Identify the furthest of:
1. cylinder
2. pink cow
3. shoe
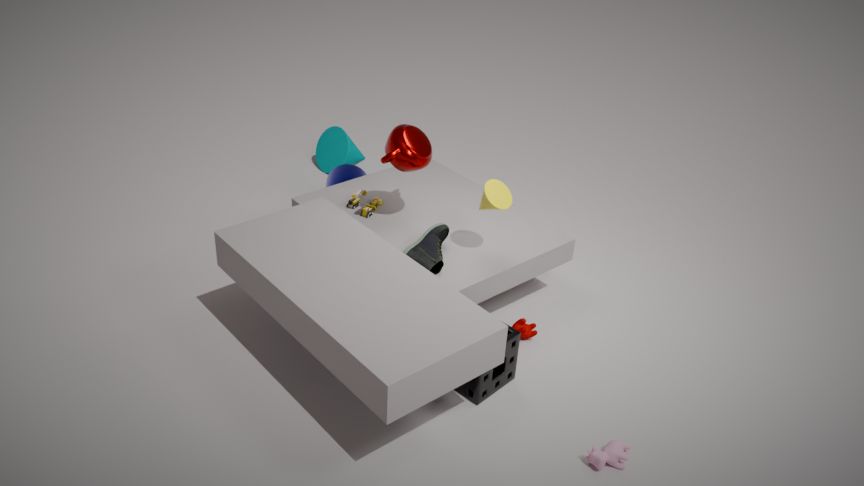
cylinder
